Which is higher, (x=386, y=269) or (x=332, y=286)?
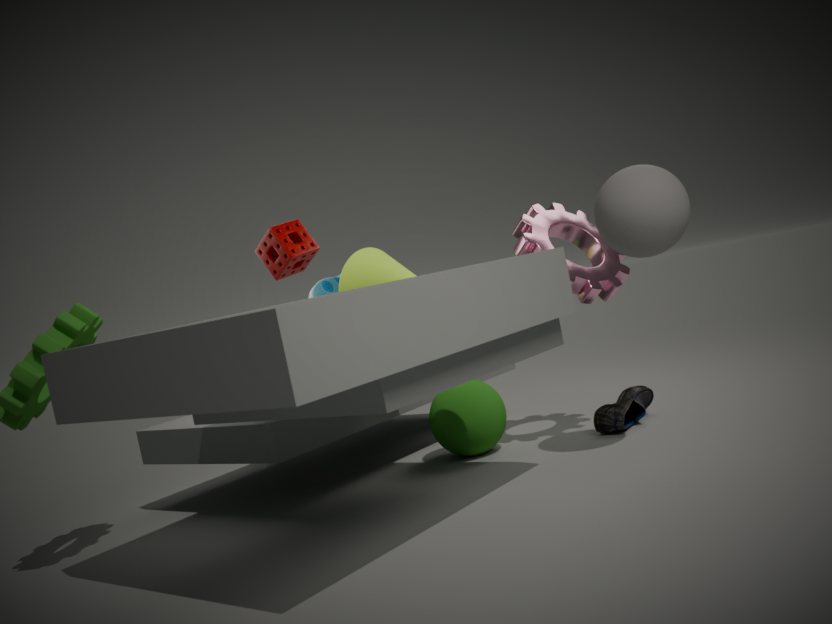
(x=332, y=286)
